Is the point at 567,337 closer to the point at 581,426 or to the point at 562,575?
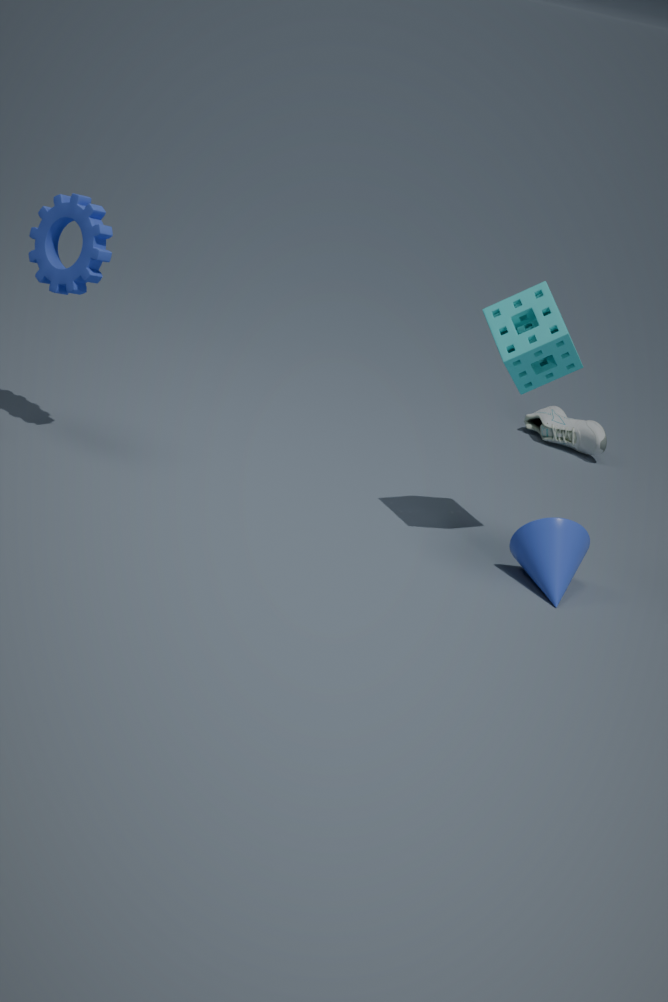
the point at 562,575
